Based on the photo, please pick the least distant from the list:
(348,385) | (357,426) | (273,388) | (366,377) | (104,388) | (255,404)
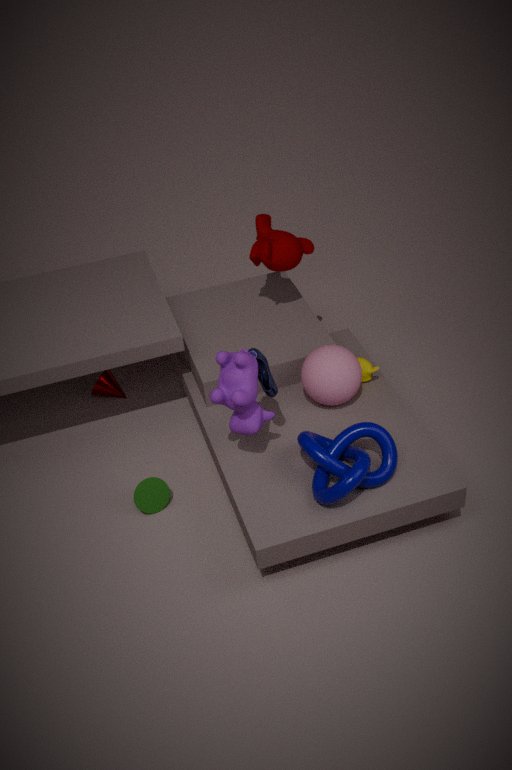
(273,388)
